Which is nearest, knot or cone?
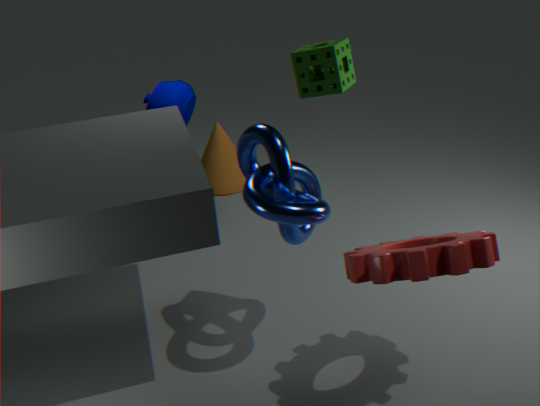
knot
